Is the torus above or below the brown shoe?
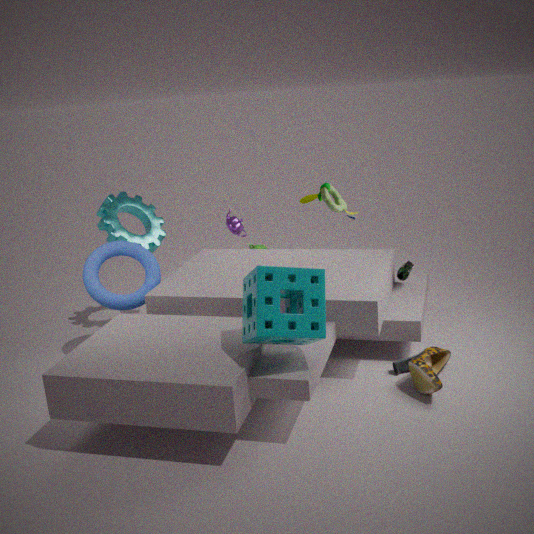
above
